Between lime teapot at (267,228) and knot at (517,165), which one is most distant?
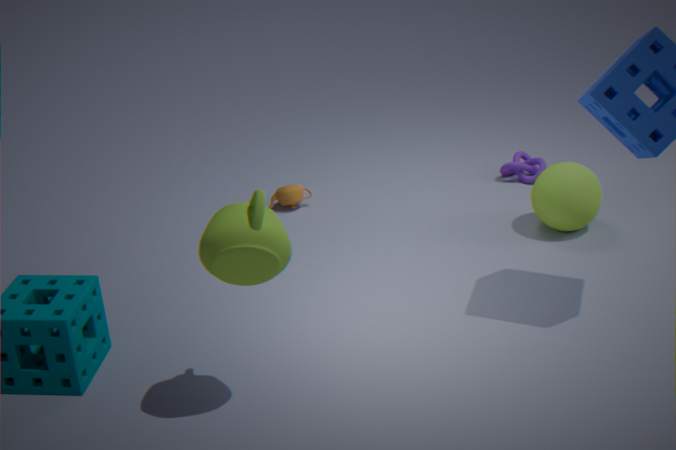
knot at (517,165)
